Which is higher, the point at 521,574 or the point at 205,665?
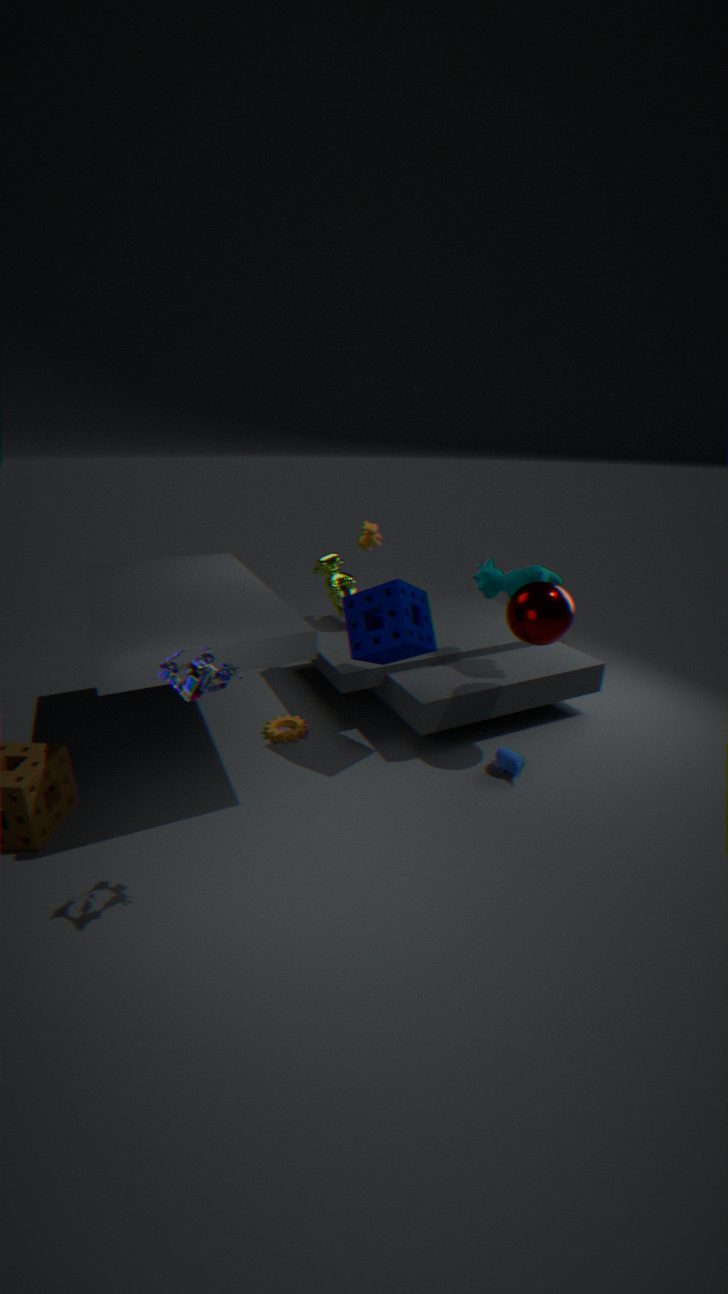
the point at 205,665
